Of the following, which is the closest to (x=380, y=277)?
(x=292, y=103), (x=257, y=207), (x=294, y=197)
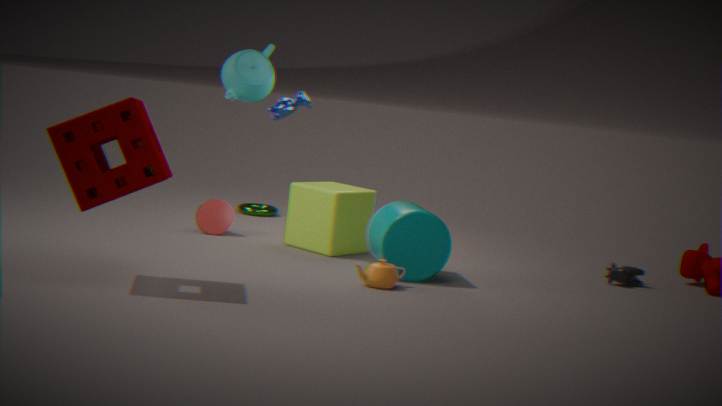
(x=294, y=197)
